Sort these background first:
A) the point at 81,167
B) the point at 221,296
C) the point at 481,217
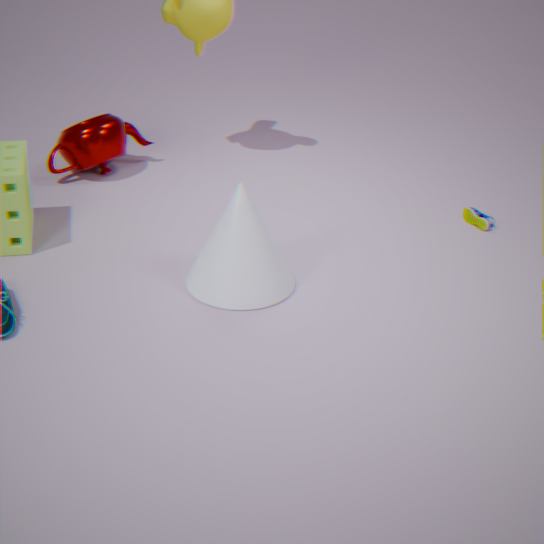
the point at 81,167 → the point at 481,217 → the point at 221,296
